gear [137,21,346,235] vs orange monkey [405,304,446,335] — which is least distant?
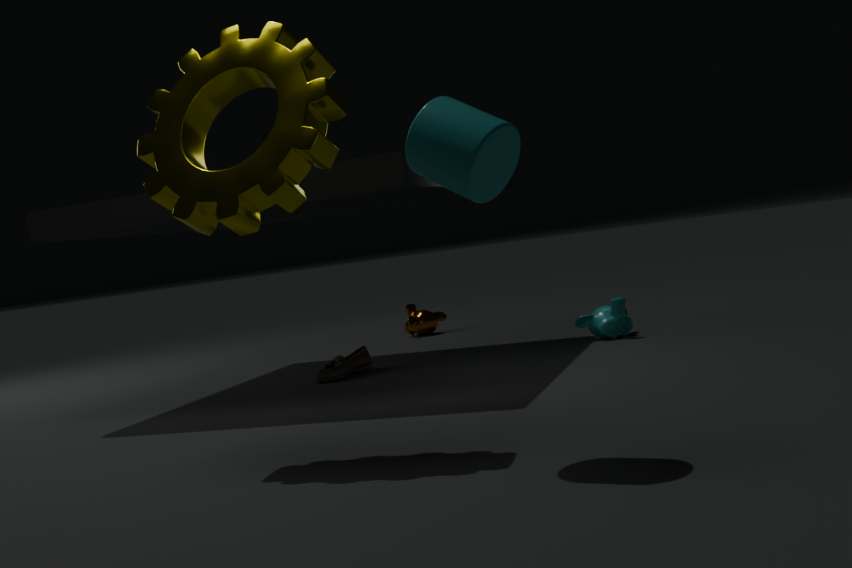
gear [137,21,346,235]
